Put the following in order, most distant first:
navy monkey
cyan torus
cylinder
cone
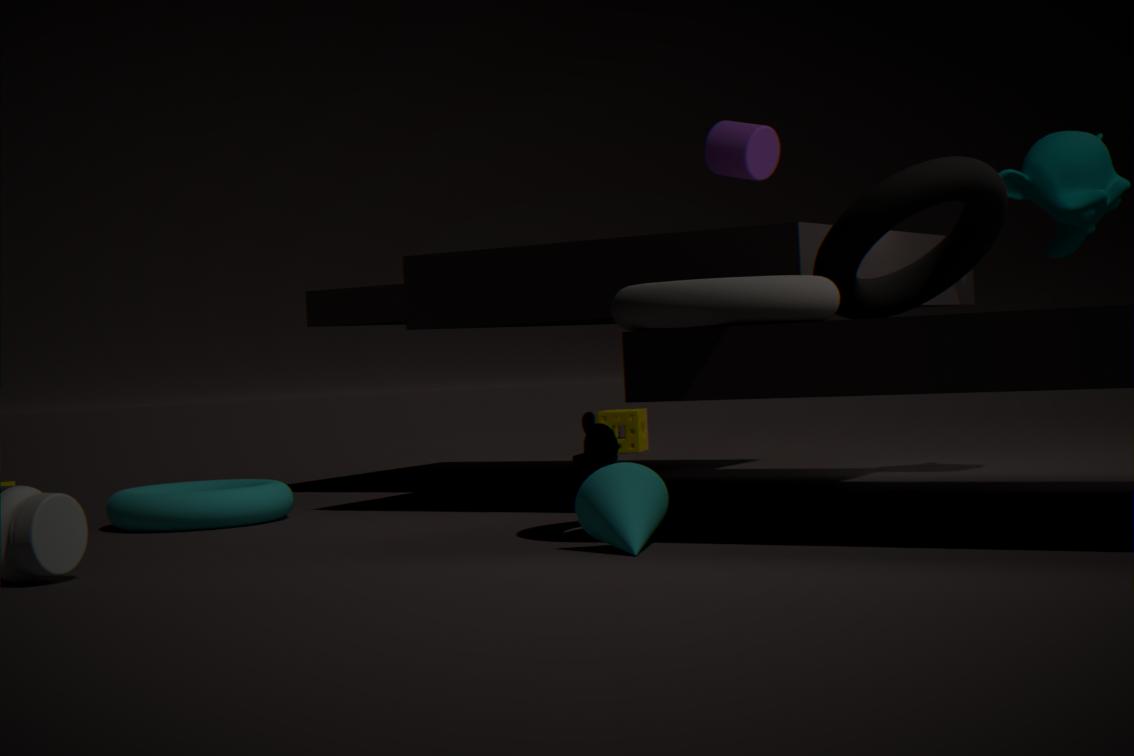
navy monkey, cylinder, cyan torus, cone
